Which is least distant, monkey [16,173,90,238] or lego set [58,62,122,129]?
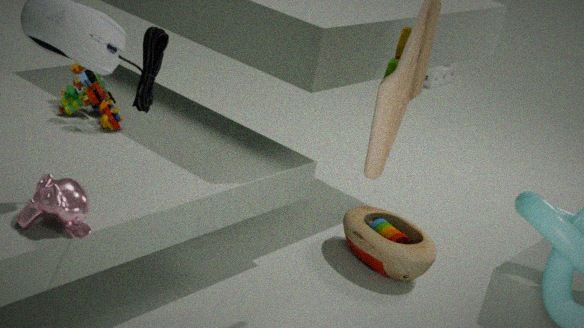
monkey [16,173,90,238]
